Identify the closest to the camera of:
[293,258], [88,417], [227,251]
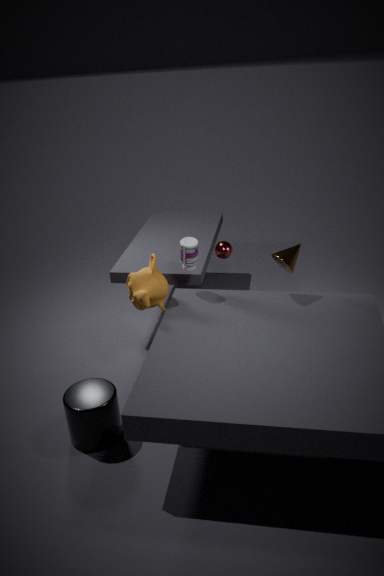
[88,417]
